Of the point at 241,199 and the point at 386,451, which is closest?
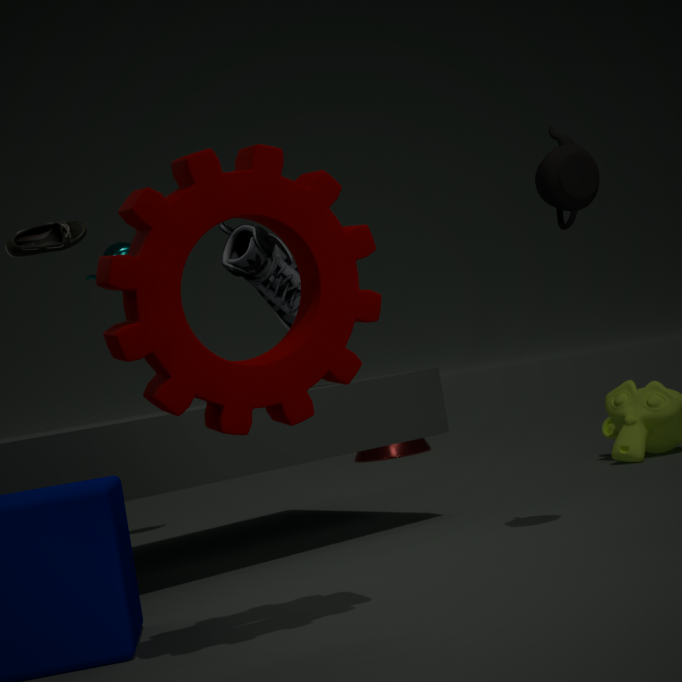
the point at 241,199
